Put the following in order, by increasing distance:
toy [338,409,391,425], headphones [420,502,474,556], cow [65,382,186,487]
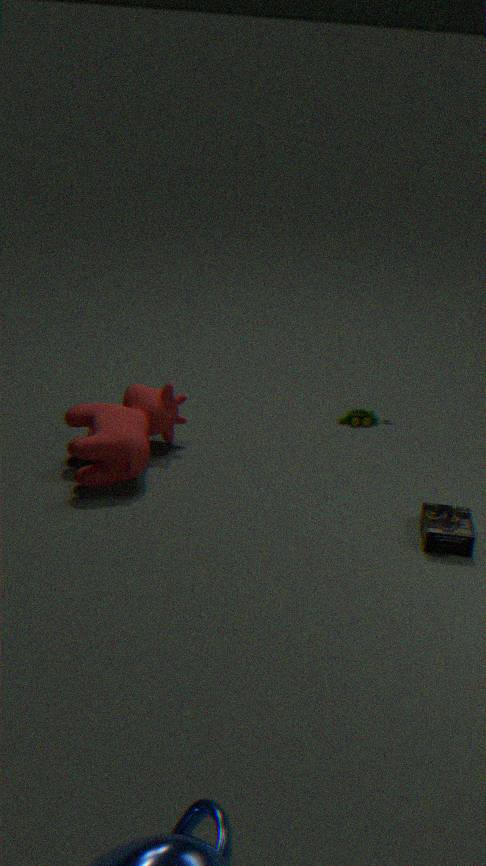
headphones [420,502,474,556], cow [65,382,186,487], toy [338,409,391,425]
